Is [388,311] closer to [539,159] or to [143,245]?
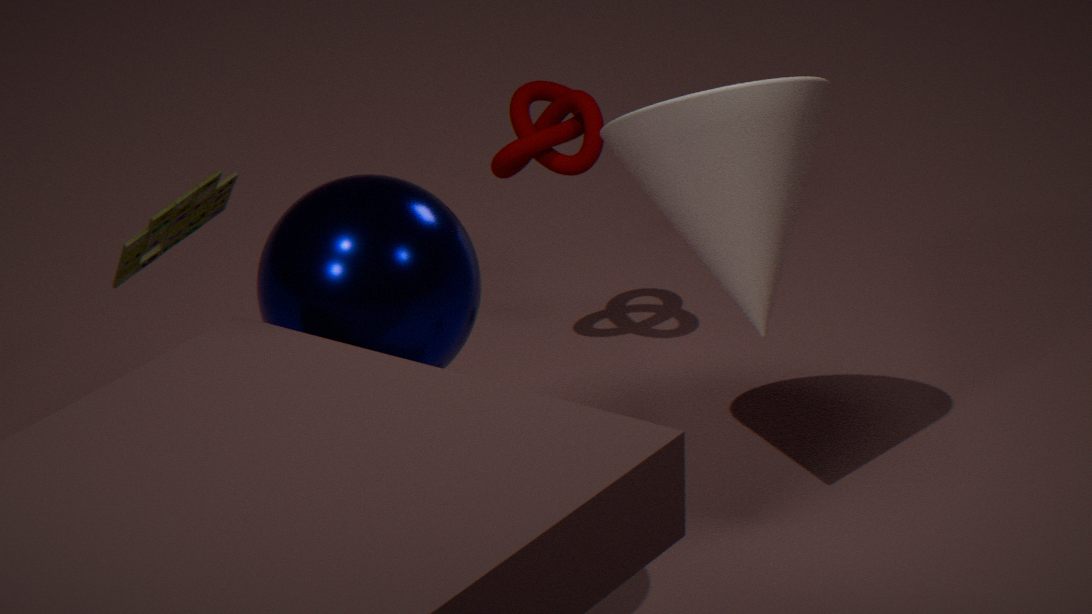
[143,245]
